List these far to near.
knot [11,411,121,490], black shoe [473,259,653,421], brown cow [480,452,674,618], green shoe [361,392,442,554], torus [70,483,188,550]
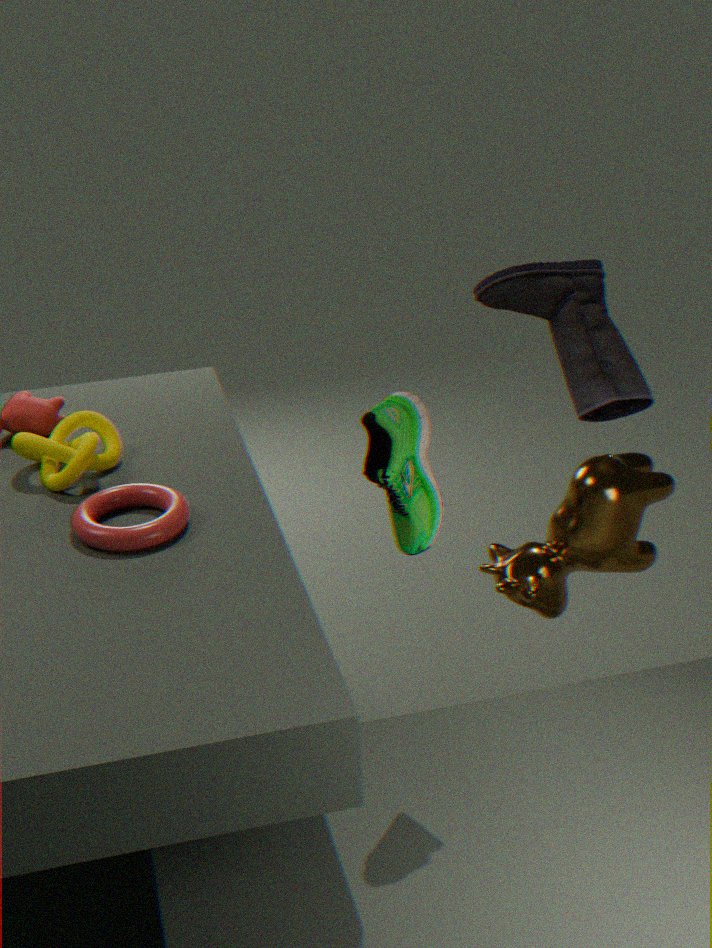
black shoe [473,259,653,421] → brown cow [480,452,674,618] → knot [11,411,121,490] → torus [70,483,188,550] → green shoe [361,392,442,554]
